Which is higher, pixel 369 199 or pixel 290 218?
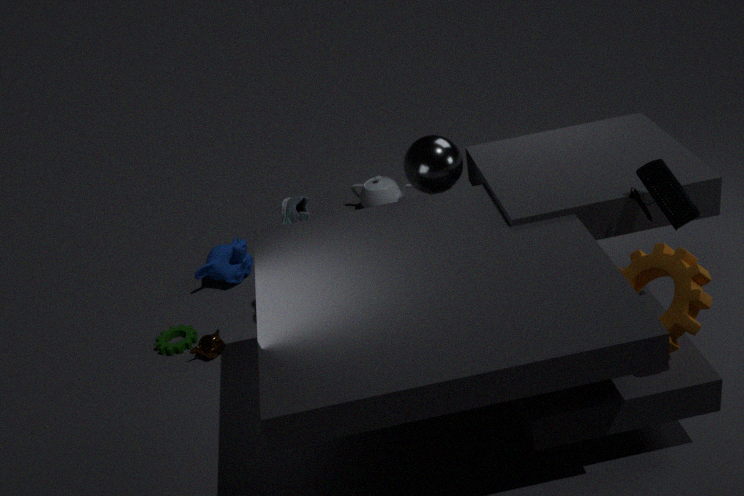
pixel 290 218
